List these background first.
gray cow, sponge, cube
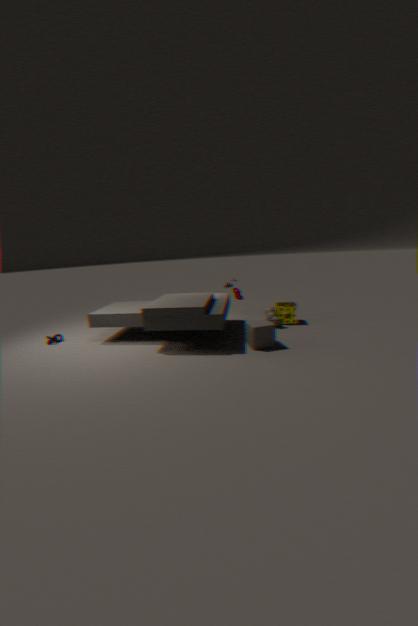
sponge
gray cow
cube
